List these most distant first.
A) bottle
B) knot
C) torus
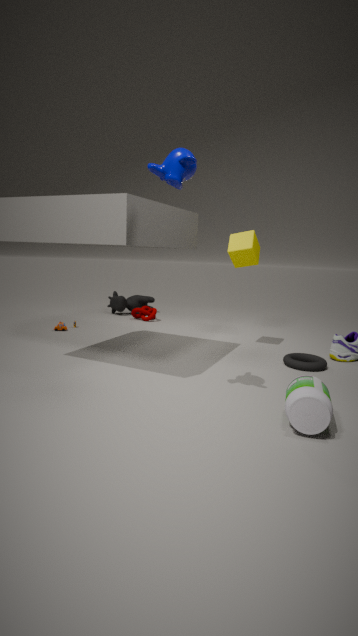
1. knot
2. torus
3. bottle
